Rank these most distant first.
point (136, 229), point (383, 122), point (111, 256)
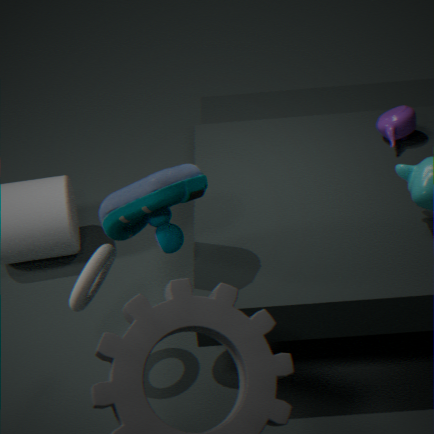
point (383, 122), point (111, 256), point (136, 229)
